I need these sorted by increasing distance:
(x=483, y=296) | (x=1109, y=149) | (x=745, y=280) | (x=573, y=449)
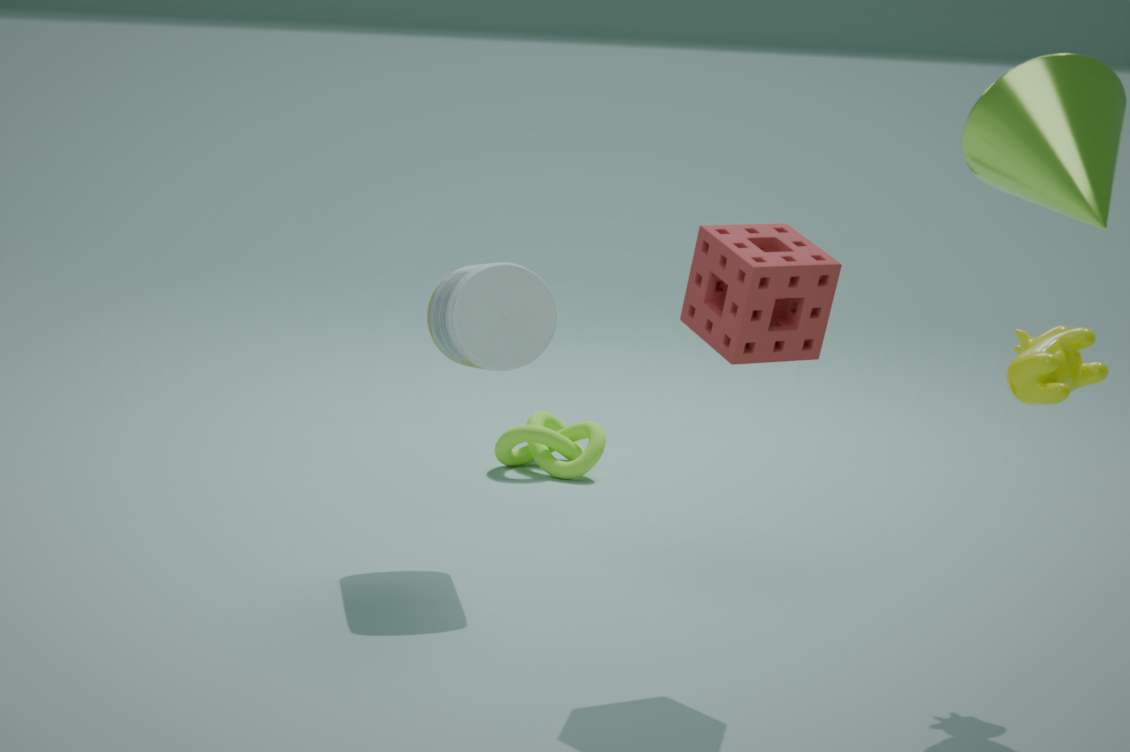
1. (x=1109, y=149)
2. (x=745, y=280)
3. (x=483, y=296)
4. (x=573, y=449)
